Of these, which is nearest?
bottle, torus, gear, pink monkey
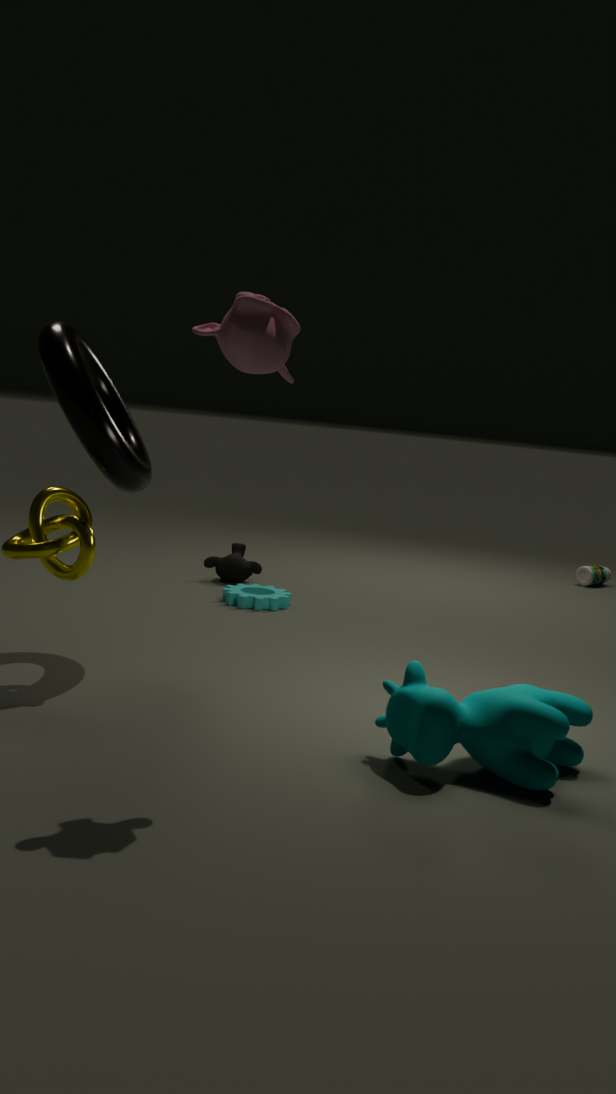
pink monkey
